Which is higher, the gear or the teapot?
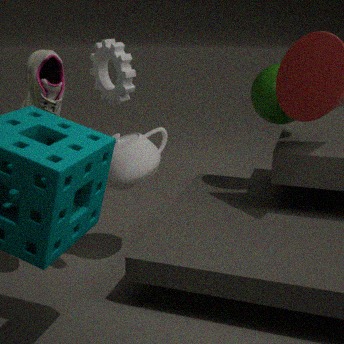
the gear
